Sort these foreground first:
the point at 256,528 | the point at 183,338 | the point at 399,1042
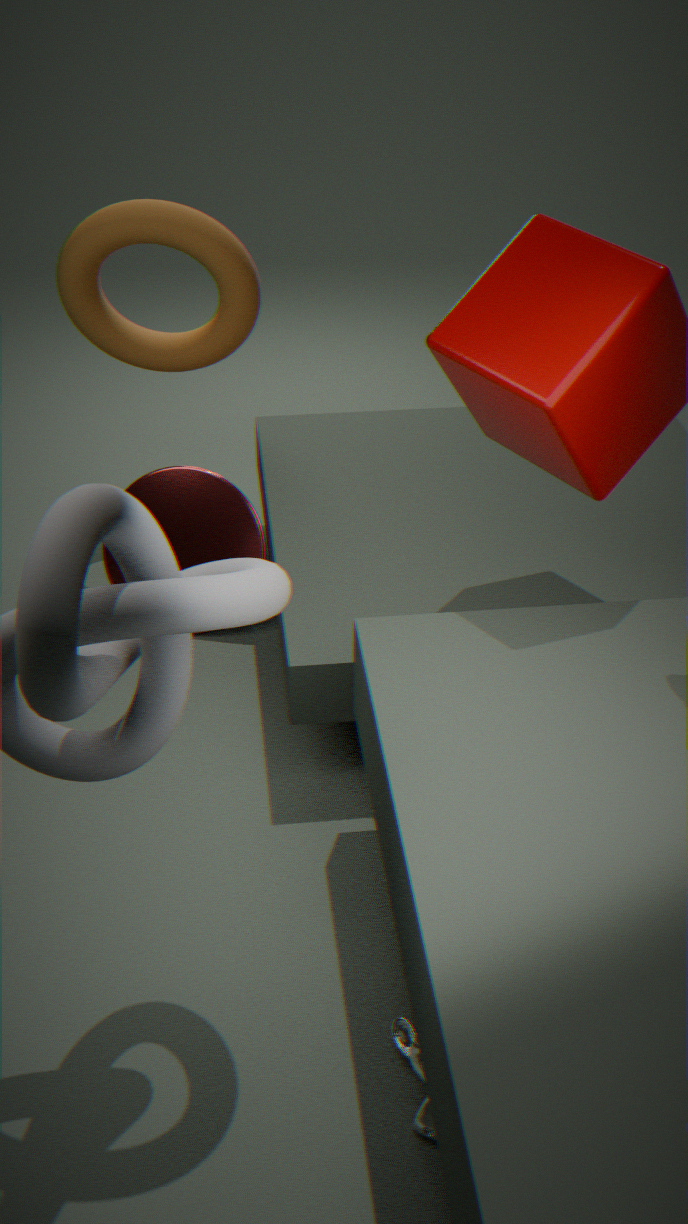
the point at 399,1042 < the point at 256,528 < the point at 183,338
